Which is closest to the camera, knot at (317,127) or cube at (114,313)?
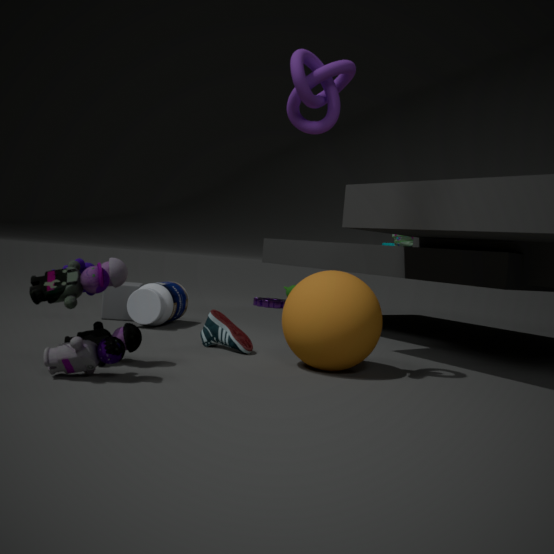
knot at (317,127)
